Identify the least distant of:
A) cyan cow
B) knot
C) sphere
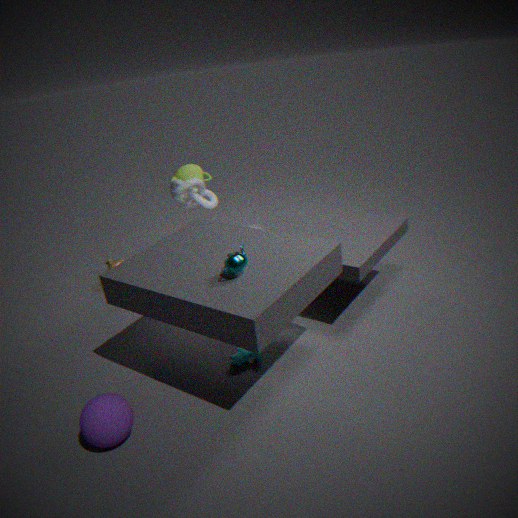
sphere
